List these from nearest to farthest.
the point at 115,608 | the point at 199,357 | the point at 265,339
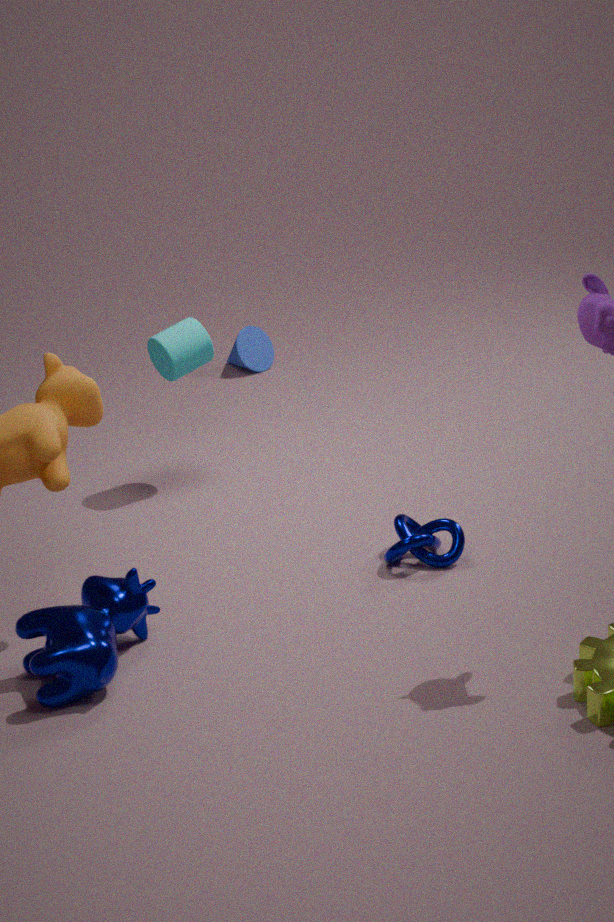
the point at 115,608, the point at 199,357, the point at 265,339
